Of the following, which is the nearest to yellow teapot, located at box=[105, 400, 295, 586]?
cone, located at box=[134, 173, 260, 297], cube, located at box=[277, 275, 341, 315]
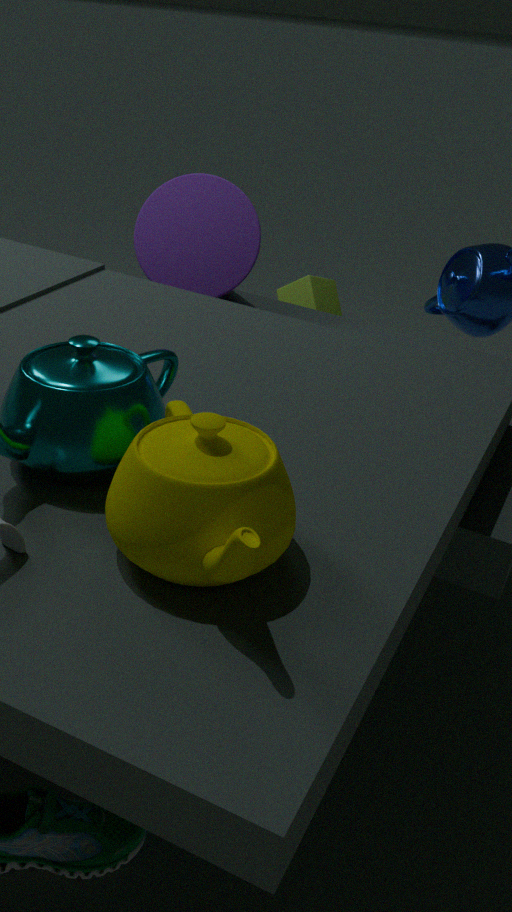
cone, located at box=[134, 173, 260, 297]
